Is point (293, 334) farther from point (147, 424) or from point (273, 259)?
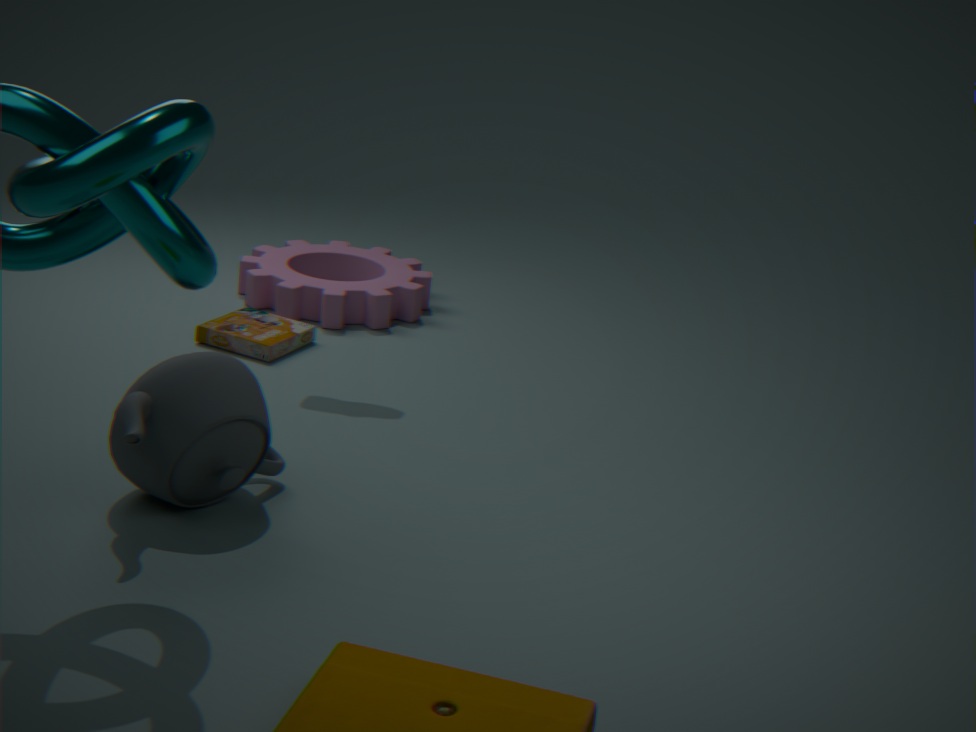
point (147, 424)
